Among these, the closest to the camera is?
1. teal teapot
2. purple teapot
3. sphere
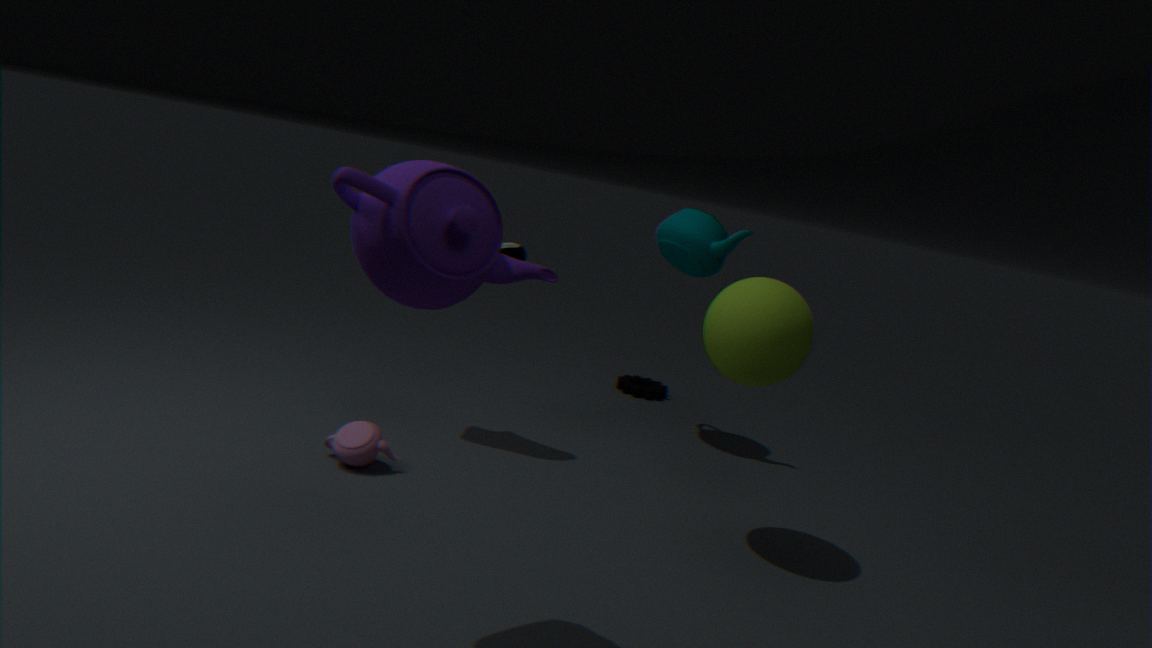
purple teapot
